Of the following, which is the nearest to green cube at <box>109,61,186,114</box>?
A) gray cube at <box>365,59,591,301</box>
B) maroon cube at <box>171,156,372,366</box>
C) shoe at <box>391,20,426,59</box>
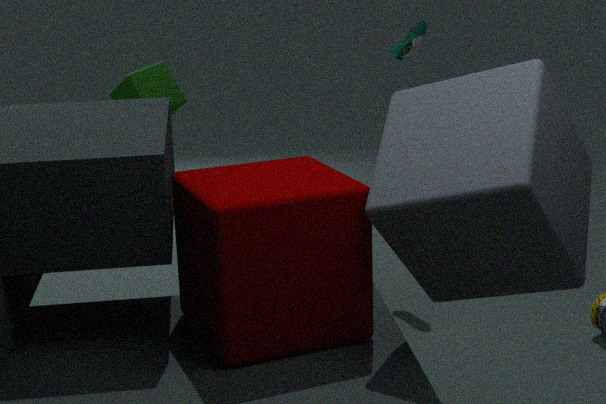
shoe at <box>391,20,426,59</box>
